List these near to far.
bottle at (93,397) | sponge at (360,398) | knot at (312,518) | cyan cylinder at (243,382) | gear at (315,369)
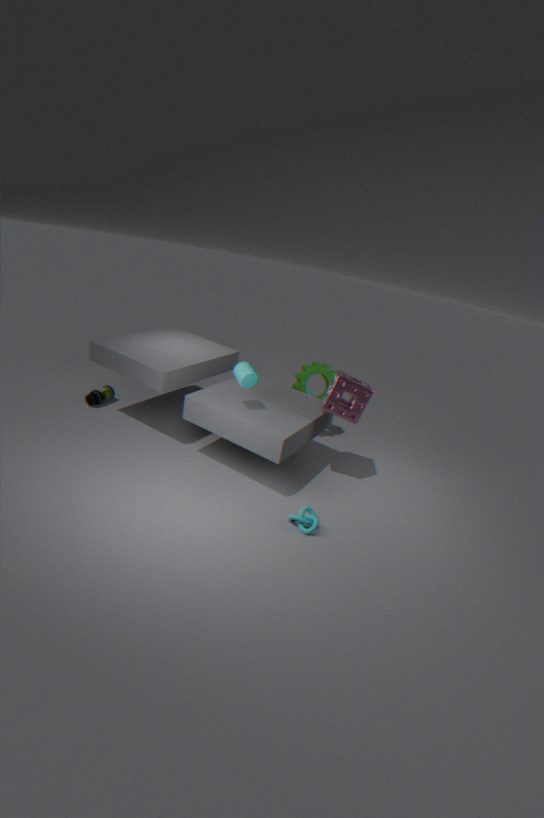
knot at (312,518) < cyan cylinder at (243,382) < sponge at (360,398) < bottle at (93,397) < gear at (315,369)
